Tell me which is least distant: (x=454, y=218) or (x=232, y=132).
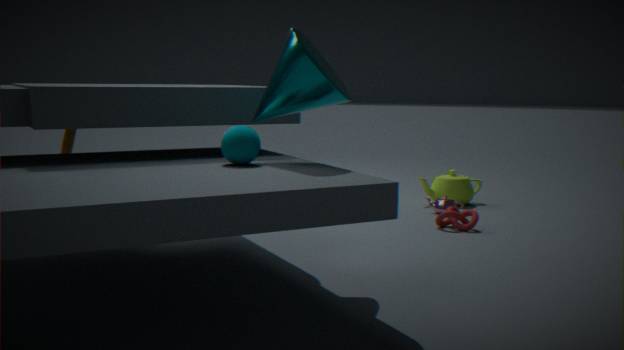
(x=232, y=132)
